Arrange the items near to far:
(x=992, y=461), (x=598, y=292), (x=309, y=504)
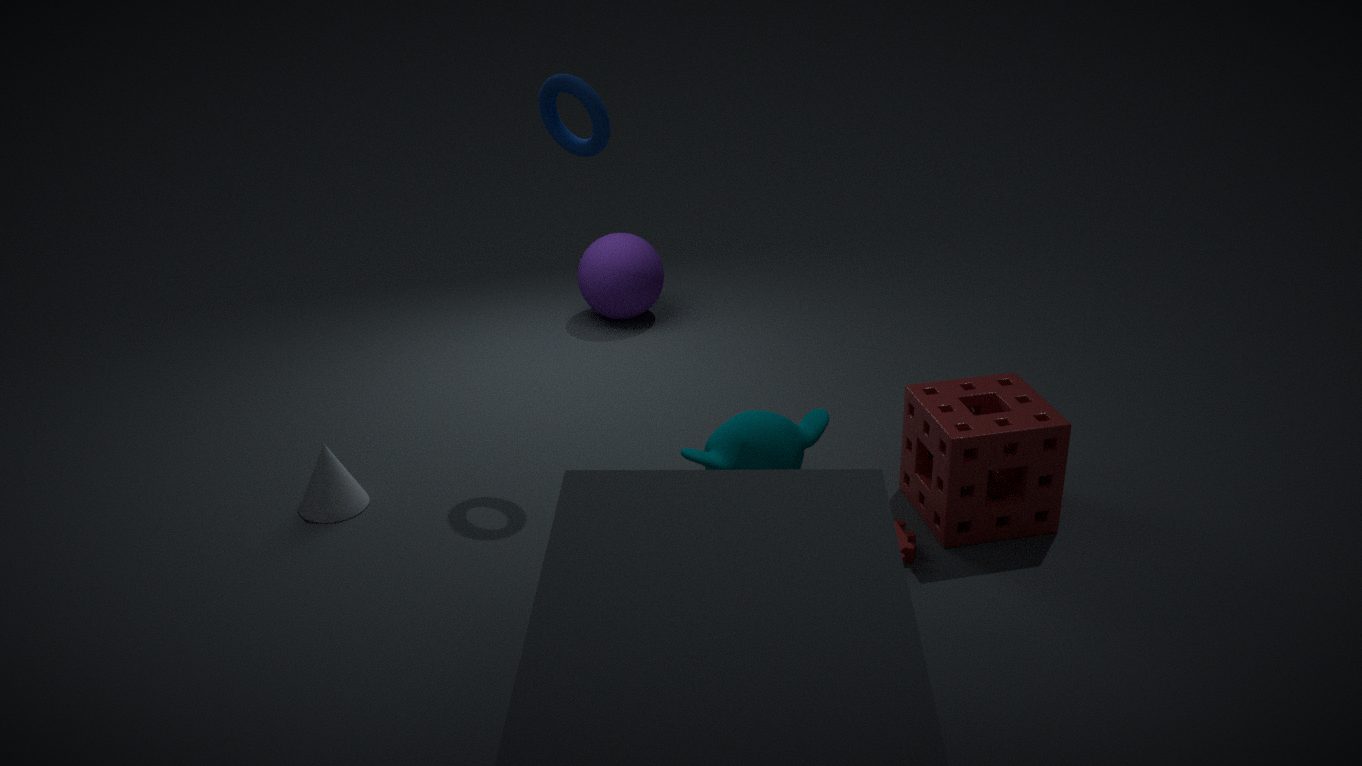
(x=992, y=461), (x=309, y=504), (x=598, y=292)
